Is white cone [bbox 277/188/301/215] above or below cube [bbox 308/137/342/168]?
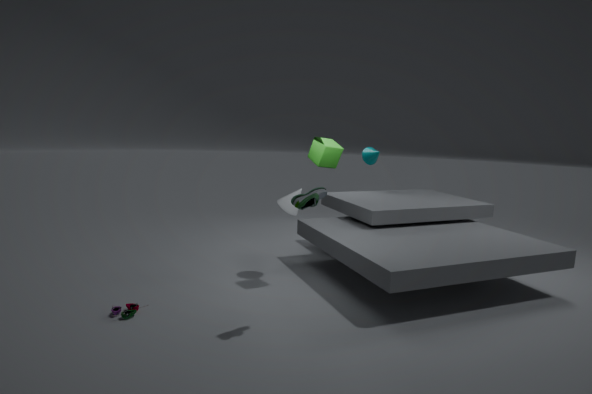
below
